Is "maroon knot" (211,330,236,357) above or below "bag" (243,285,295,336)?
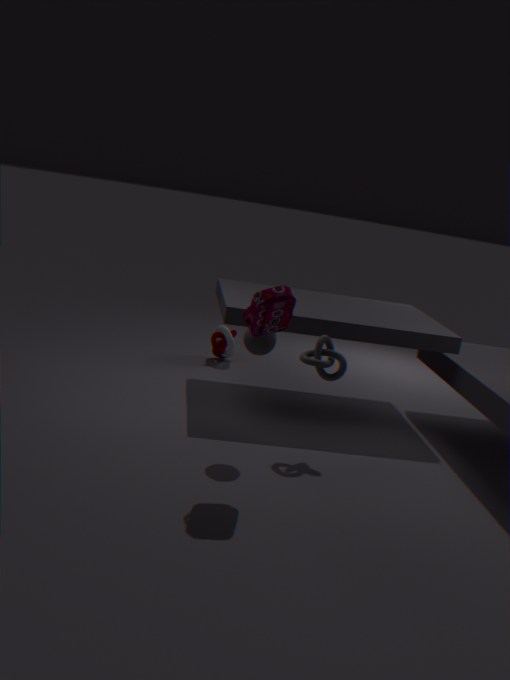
below
